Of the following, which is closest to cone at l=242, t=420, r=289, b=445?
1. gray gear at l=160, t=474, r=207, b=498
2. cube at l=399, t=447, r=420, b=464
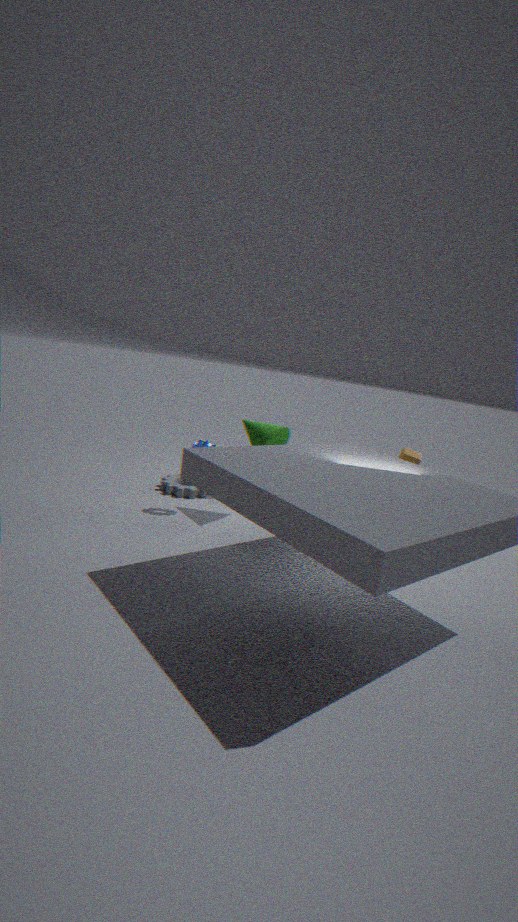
gray gear at l=160, t=474, r=207, b=498
